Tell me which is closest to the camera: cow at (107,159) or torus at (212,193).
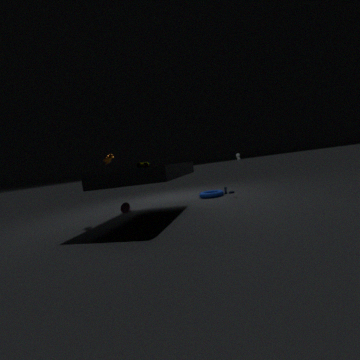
cow at (107,159)
